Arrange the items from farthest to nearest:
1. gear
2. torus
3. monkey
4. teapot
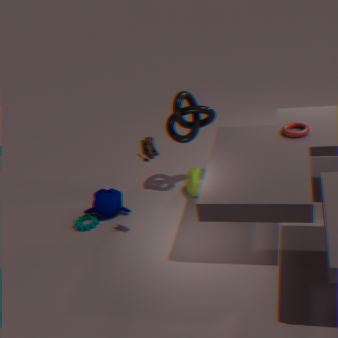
teapot, monkey, gear, torus
